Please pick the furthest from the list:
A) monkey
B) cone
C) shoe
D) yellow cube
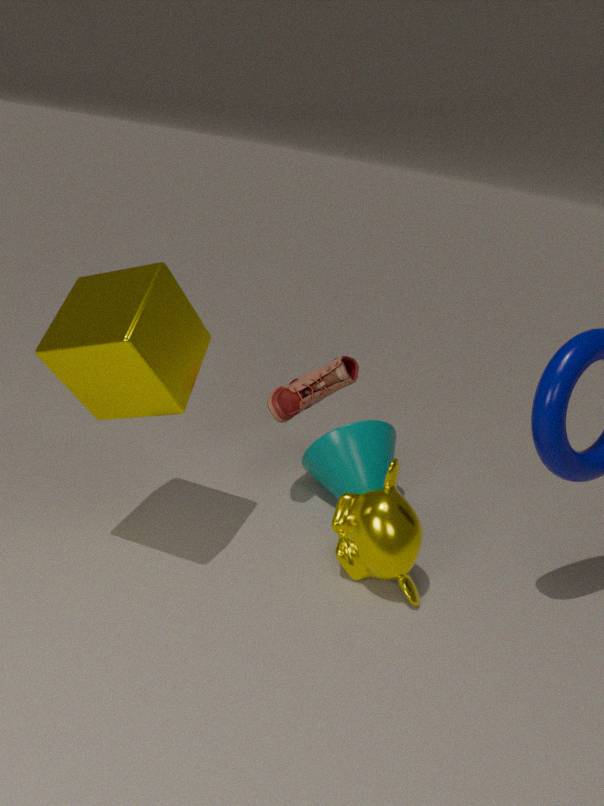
cone
